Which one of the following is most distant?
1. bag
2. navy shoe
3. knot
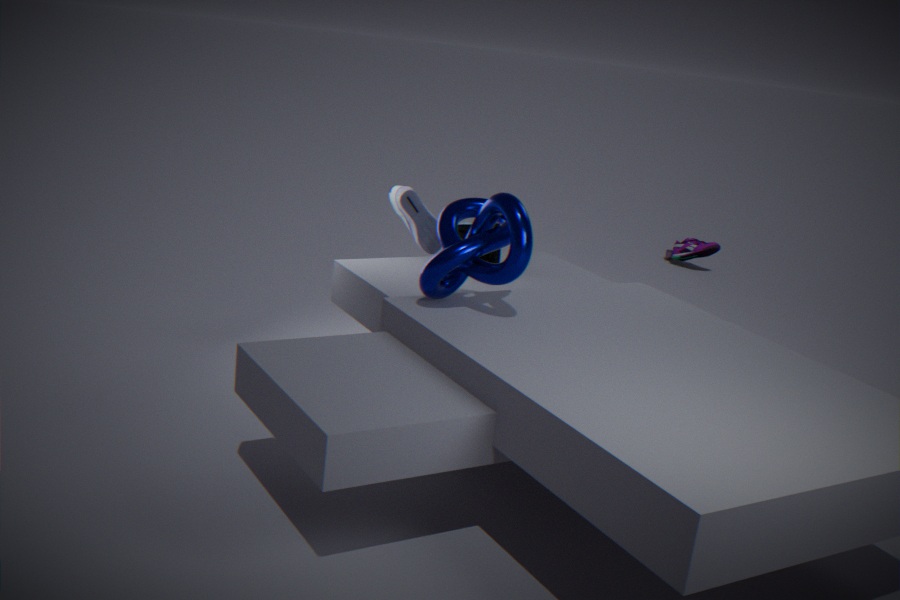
navy shoe
